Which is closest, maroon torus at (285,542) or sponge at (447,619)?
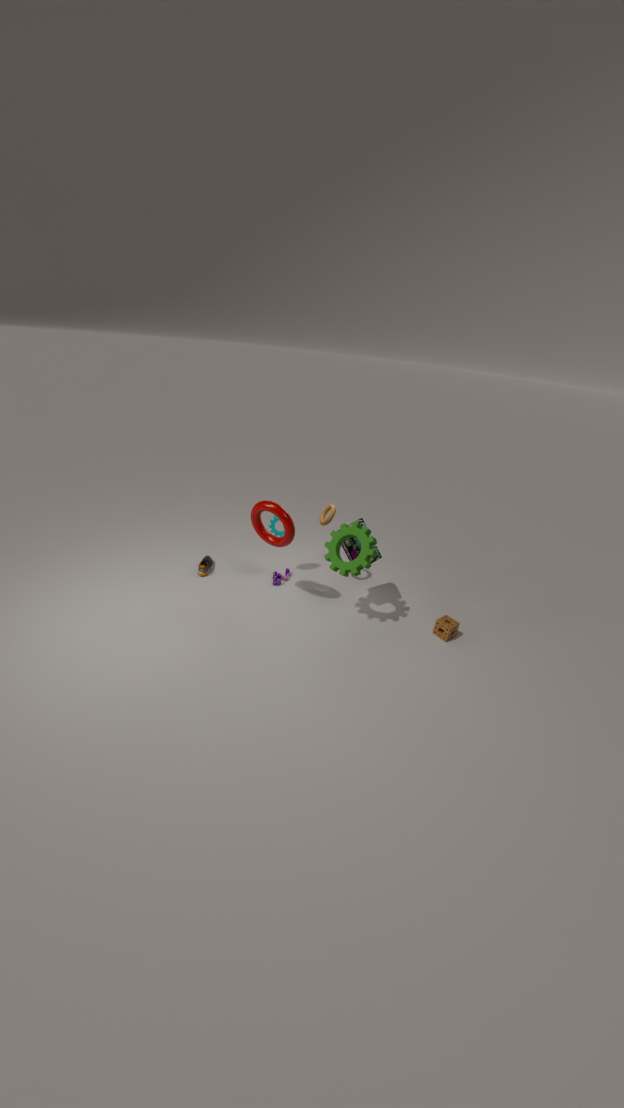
maroon torus at (285,542)
